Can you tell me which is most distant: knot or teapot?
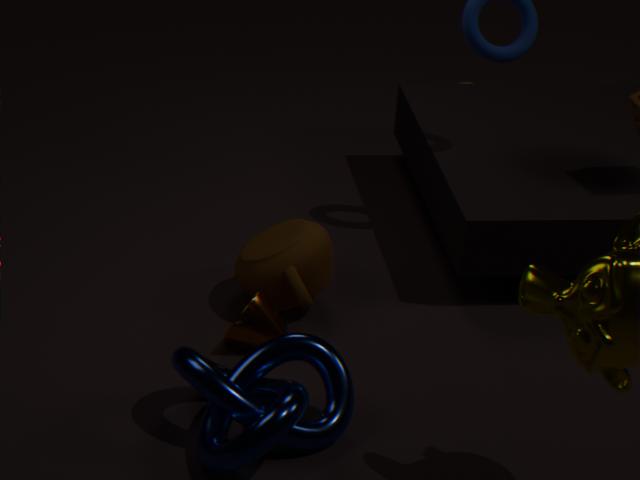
teapot
